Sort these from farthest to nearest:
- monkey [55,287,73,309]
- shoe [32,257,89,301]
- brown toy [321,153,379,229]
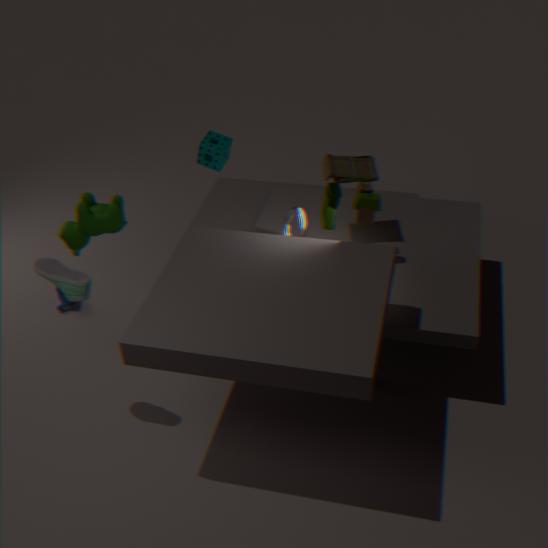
monkey [55,287,73,309] → brown toy [321,153,379,229] → shoe [32,257,89,301]
